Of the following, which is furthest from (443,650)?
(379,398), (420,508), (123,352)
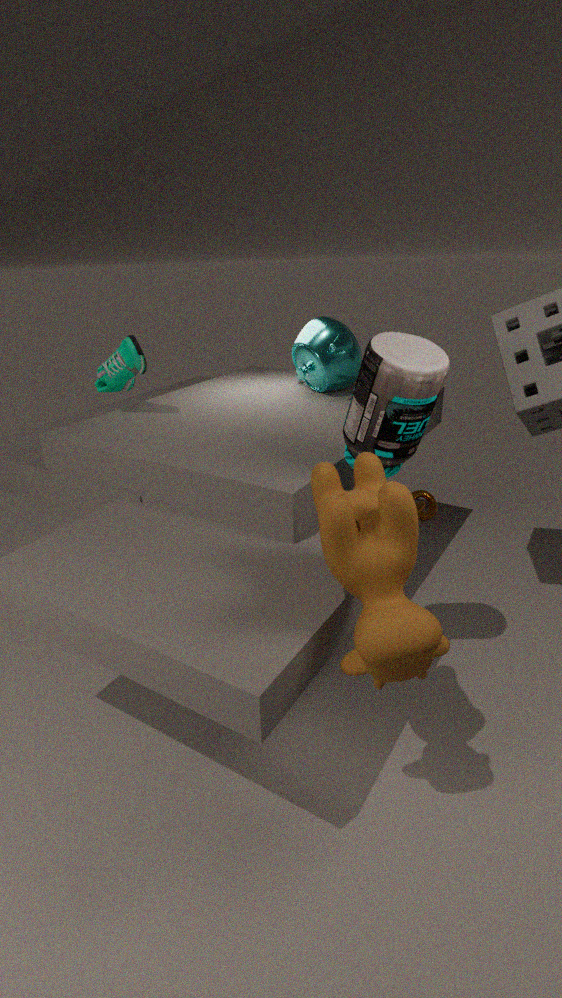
(420,508)
